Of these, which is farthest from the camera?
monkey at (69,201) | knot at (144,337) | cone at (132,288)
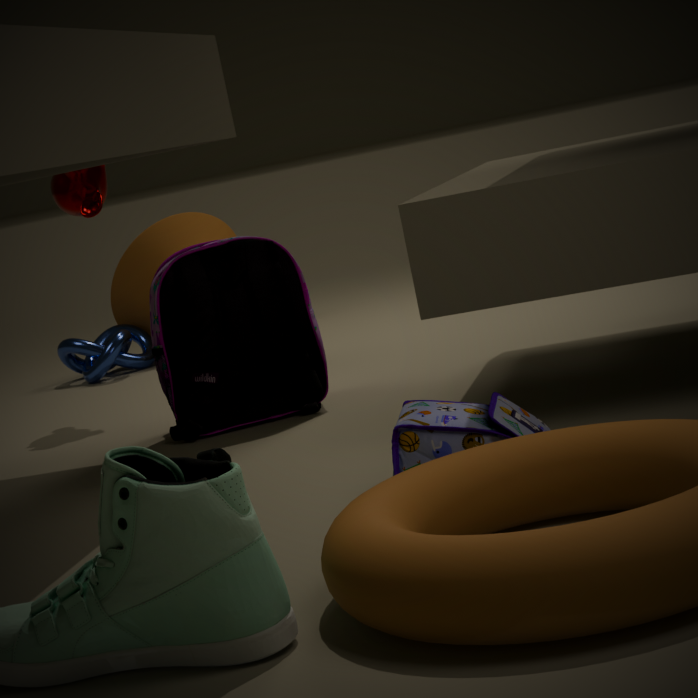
cone at (132,288)
